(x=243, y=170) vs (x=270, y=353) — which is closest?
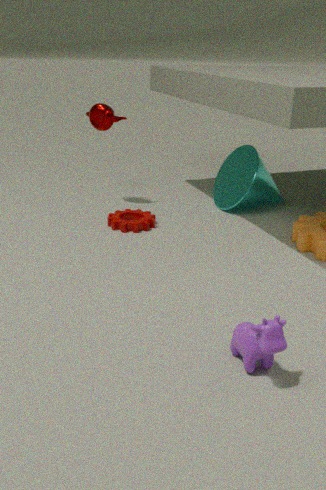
(x=270, y=353)
